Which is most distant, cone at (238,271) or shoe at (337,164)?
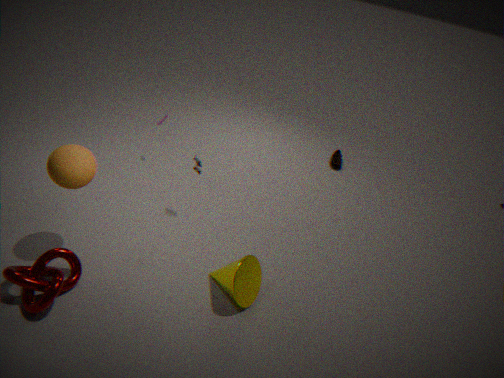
shoe at (337,164)
